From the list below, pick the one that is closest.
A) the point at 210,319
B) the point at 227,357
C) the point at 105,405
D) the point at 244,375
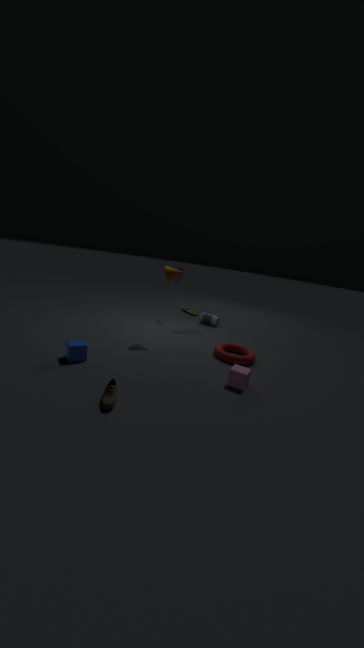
the point at 105,405
